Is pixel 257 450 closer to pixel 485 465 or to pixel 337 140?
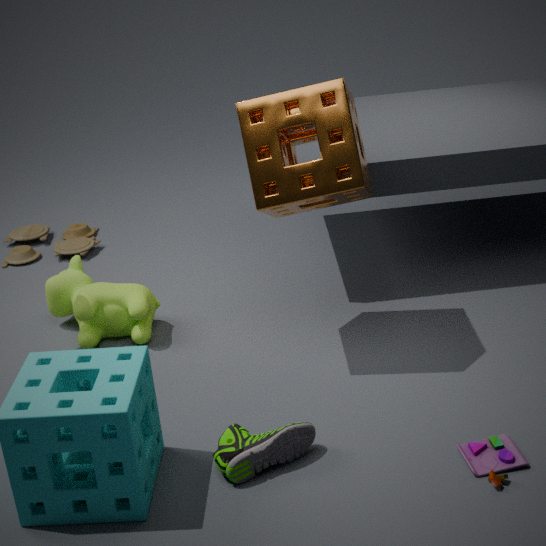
pixel 485 465
